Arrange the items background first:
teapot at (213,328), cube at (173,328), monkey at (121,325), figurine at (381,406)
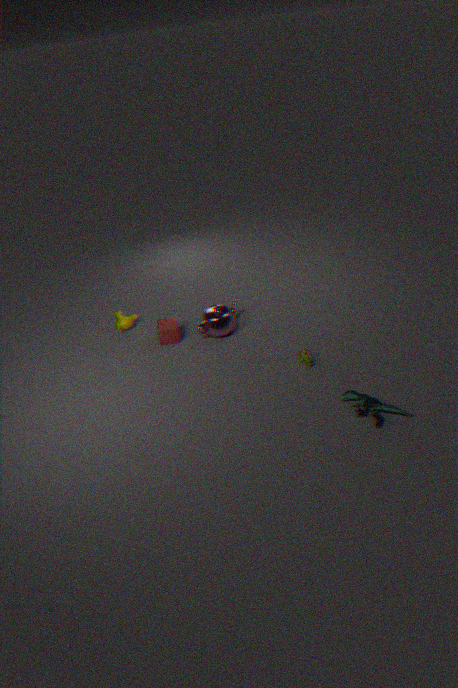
1. monkey at (121,325)
2. cube at (173,328)
3. teapot at (213,328)
4. figurine at (381,406)
